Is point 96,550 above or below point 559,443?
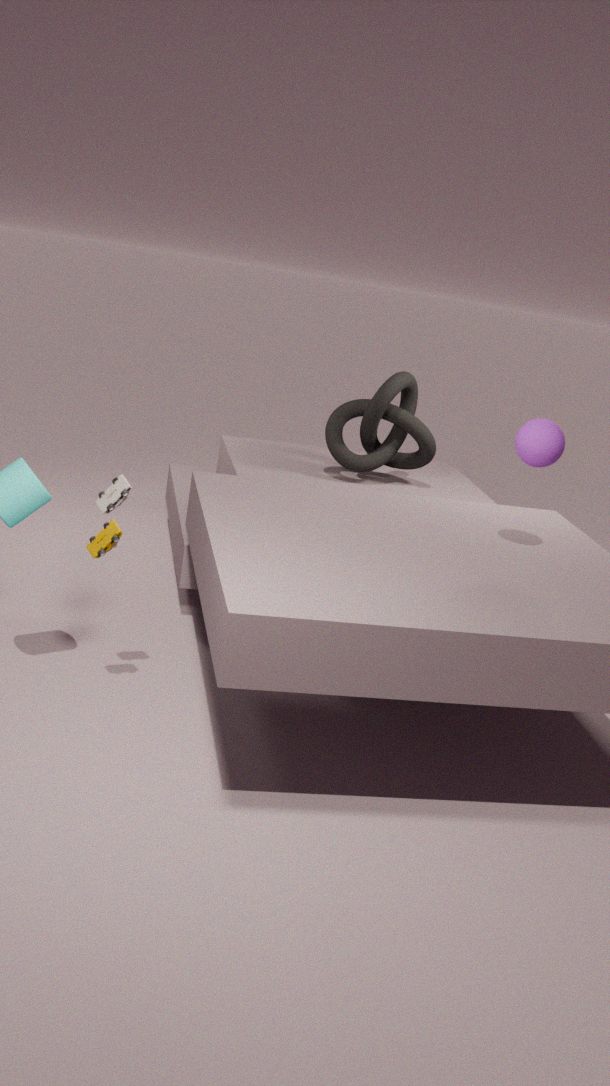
below
